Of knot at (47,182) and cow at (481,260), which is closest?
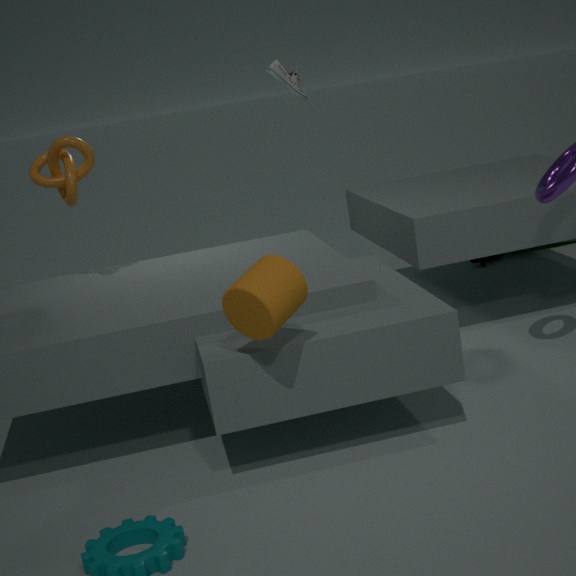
knot at (47,182)
